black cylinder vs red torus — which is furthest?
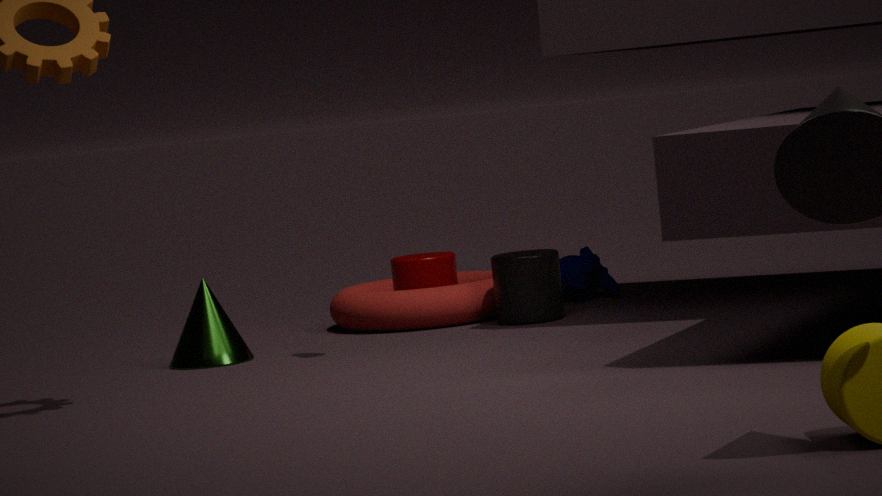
red torus
